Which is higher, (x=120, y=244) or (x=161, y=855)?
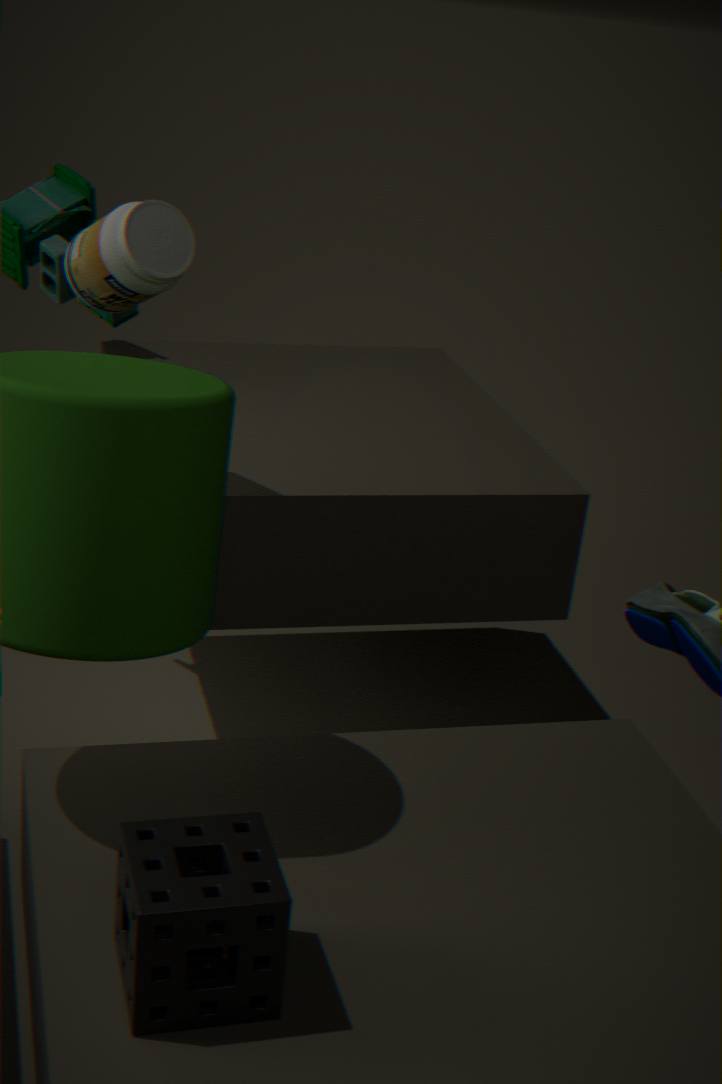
(x=120, y=244)
